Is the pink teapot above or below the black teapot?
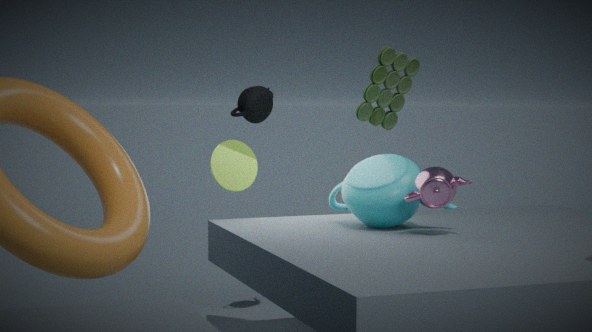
below
